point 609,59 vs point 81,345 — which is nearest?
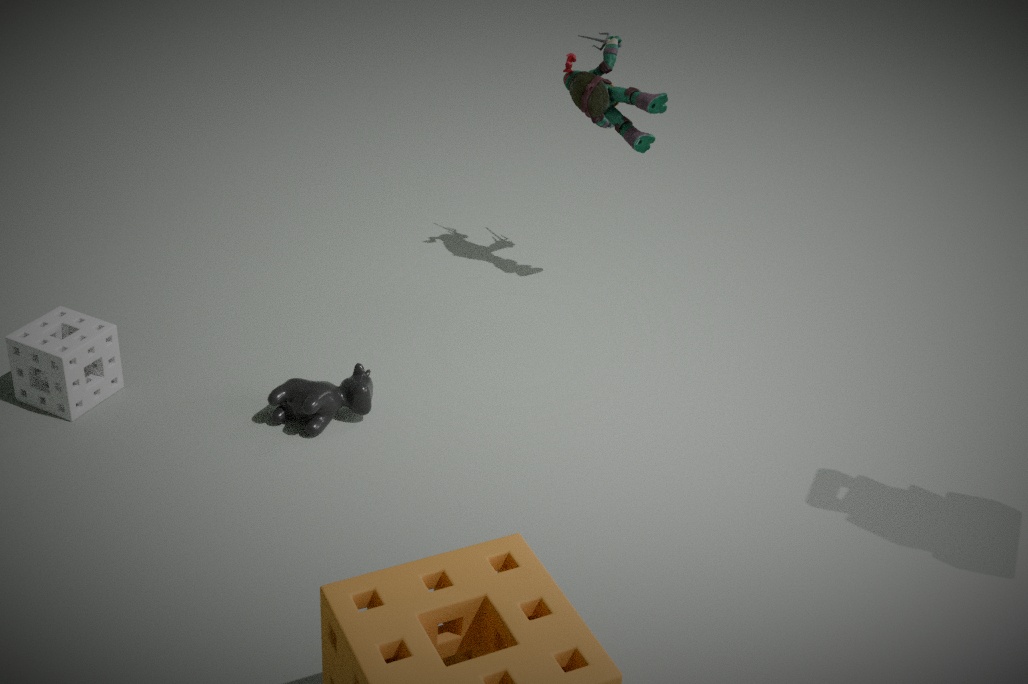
point 81,345
